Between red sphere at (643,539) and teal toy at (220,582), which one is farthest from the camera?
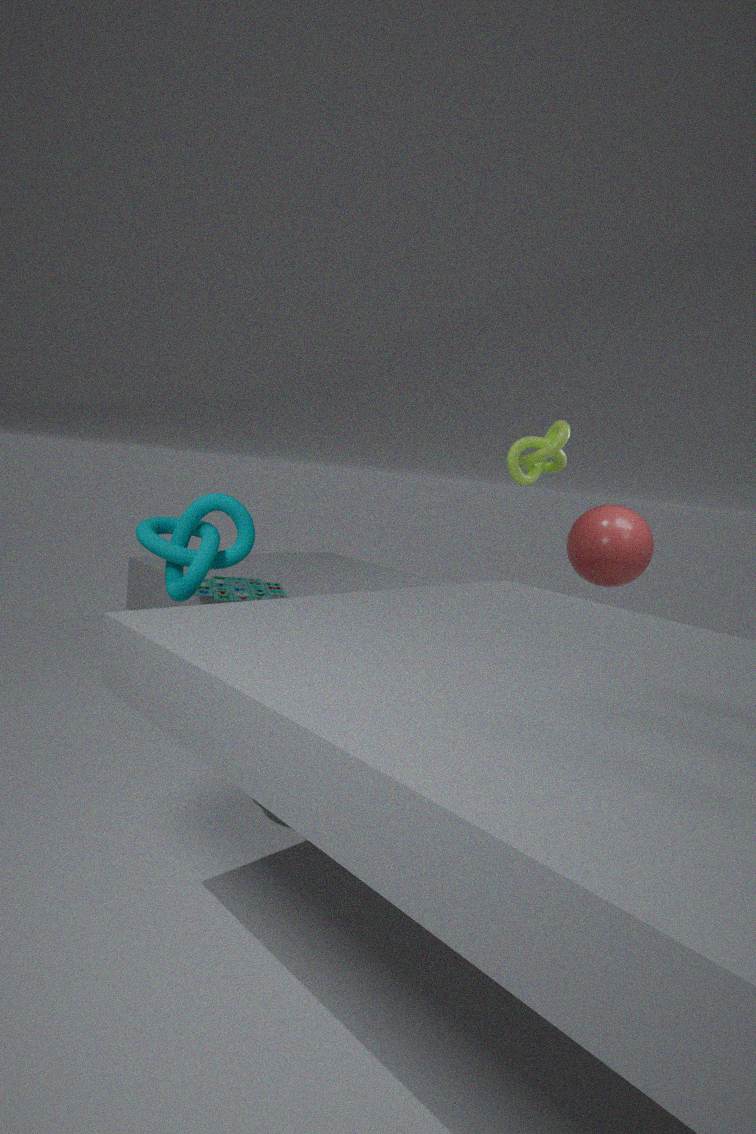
red sphere at (643,539)
